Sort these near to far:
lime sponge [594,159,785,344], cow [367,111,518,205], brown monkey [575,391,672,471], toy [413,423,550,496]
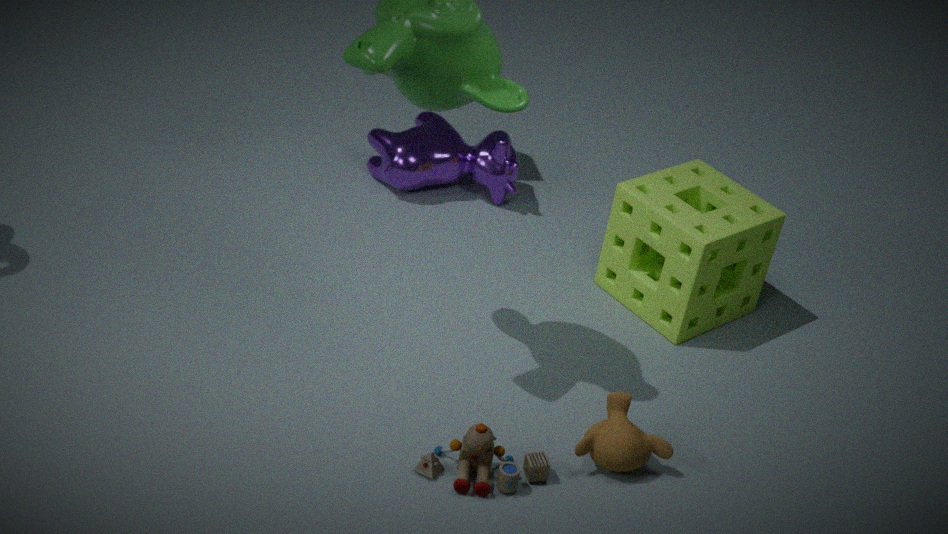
toy [413,423,550,496]
brown monkey [575,391,672,471]
lime sponge [594,159,785,344]
cow [367,111,518,205]
